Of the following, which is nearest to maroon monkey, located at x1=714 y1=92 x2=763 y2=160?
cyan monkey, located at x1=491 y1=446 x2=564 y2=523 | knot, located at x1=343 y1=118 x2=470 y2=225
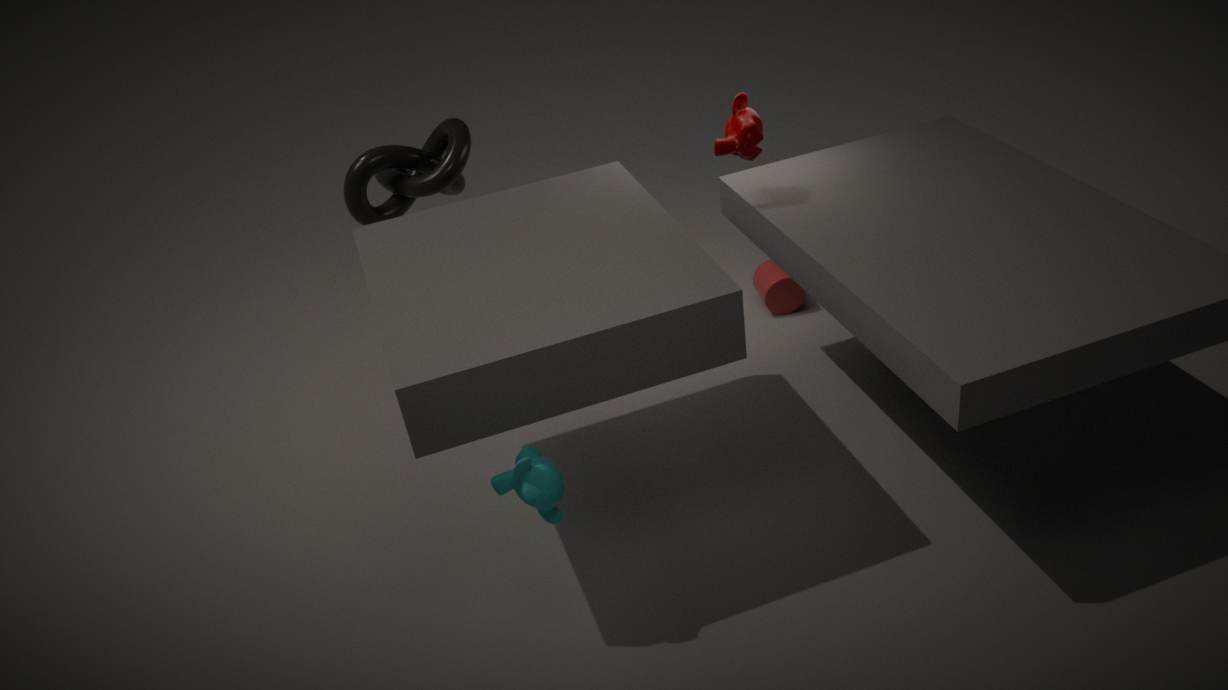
knot, located at x1=343 y1=118 x2=470 y2=225
